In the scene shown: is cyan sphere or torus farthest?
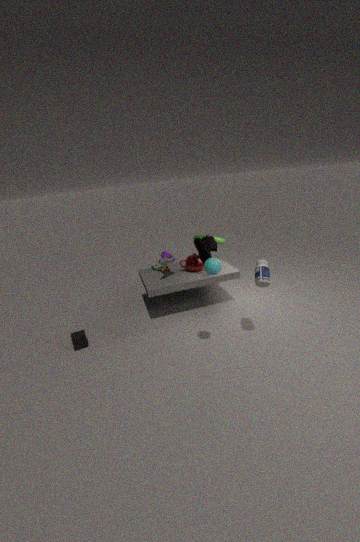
torus
